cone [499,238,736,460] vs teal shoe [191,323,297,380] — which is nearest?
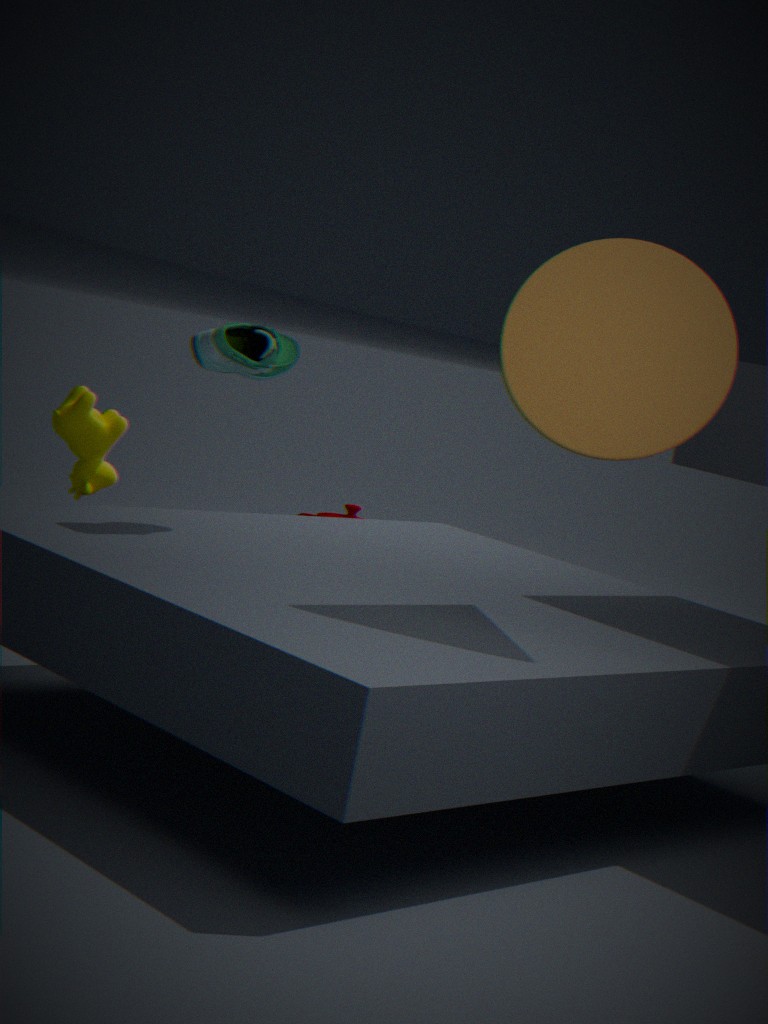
cone [499,238,736,460]
